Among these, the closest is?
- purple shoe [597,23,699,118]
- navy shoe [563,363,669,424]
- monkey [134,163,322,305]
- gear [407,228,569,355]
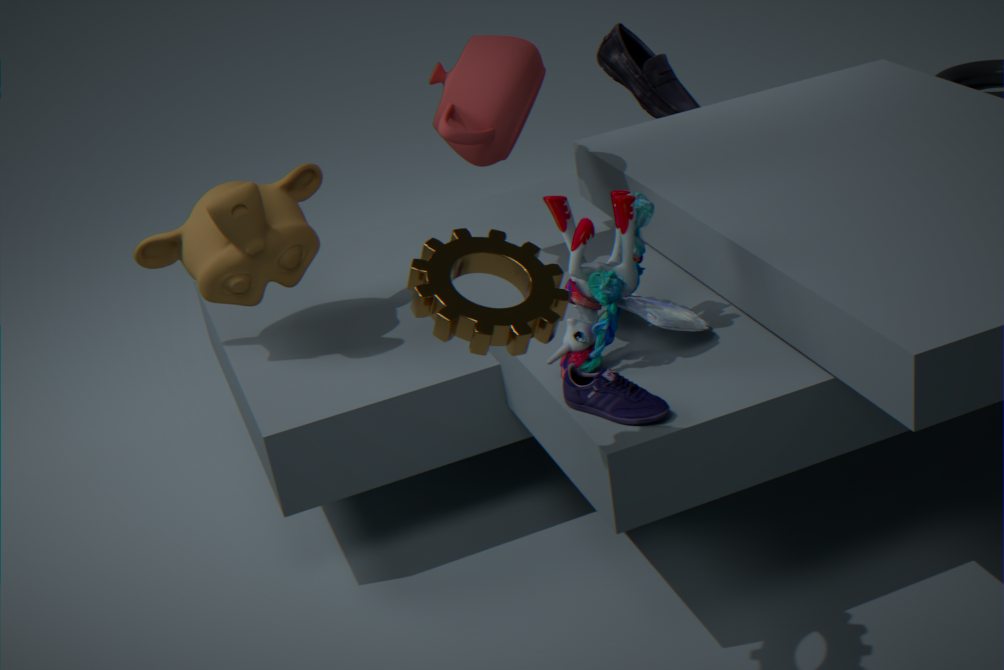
gear [407,228,569,355]
